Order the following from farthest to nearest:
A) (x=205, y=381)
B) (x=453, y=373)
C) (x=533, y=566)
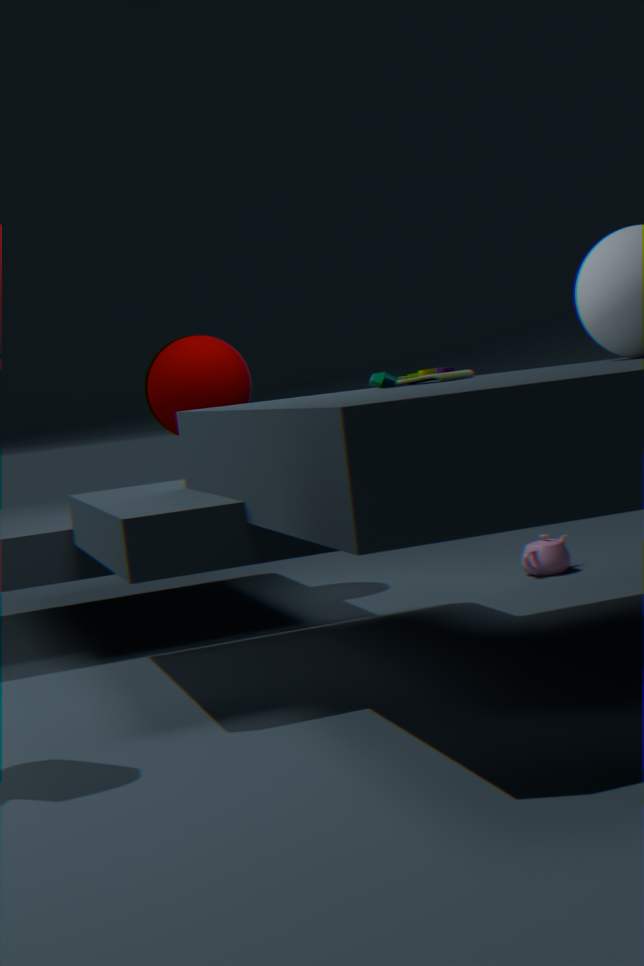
(x=533, y=566)
(x=205, y=381)
(x=453, y=373)
